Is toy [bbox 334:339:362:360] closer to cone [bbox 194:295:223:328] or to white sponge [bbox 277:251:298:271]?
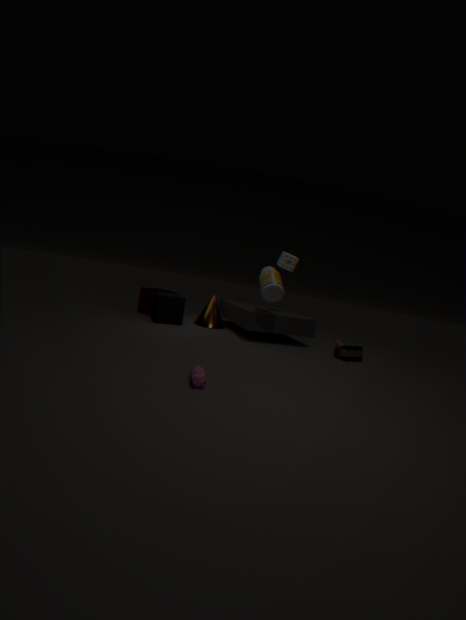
white sponge [bbox 277:251:298:271]
